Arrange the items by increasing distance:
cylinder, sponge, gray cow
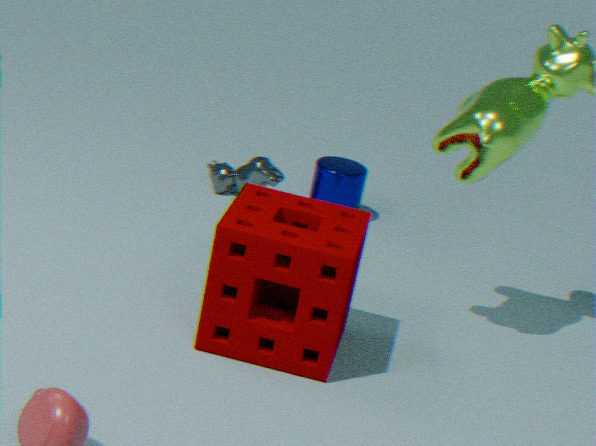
sponge → gray cow → cylinder
